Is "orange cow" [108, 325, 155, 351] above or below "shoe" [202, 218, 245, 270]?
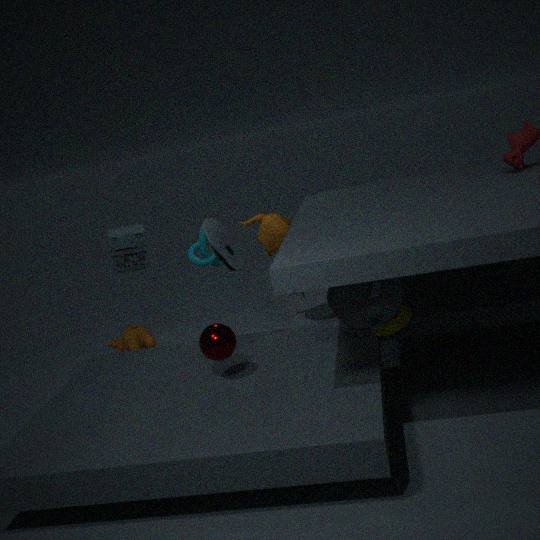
below
